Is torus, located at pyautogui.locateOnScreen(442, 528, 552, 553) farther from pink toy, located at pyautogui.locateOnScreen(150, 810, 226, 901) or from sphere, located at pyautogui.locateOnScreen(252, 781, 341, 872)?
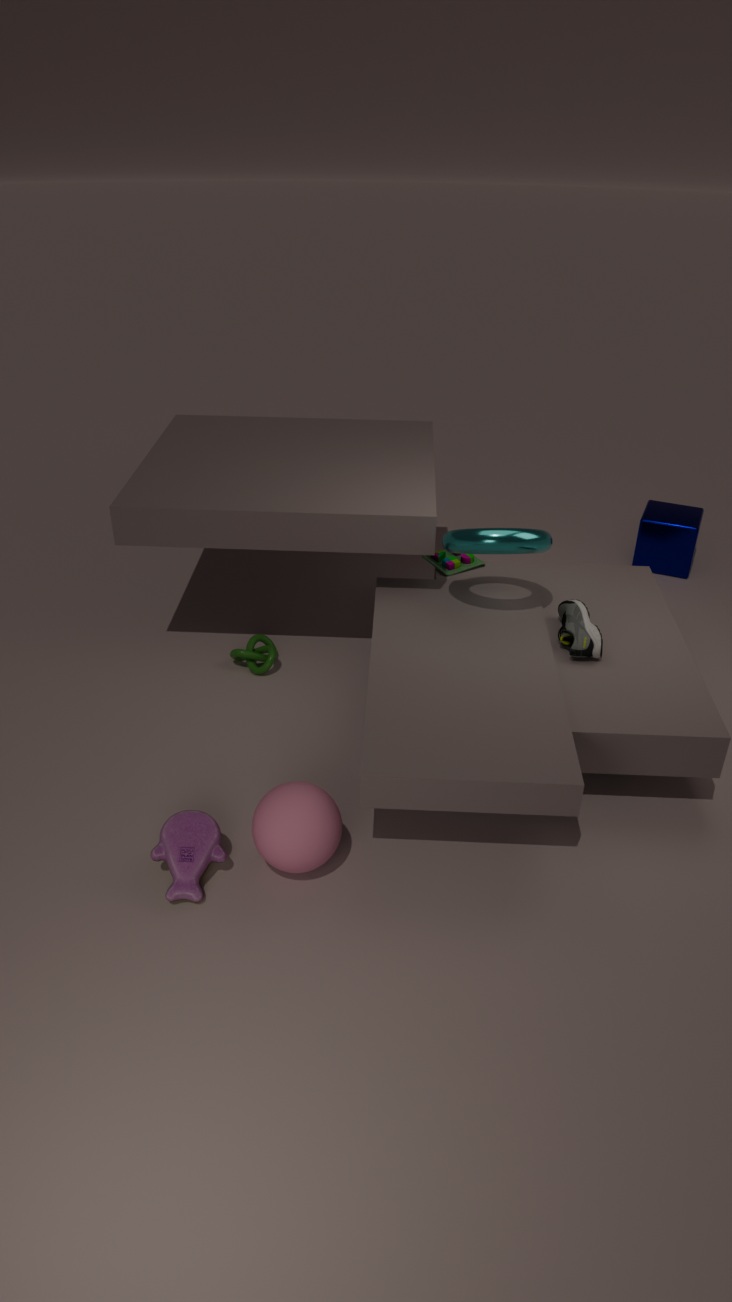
pink toy, located at pyautogui.locateOnScreen(150, 810, 226, 901)
